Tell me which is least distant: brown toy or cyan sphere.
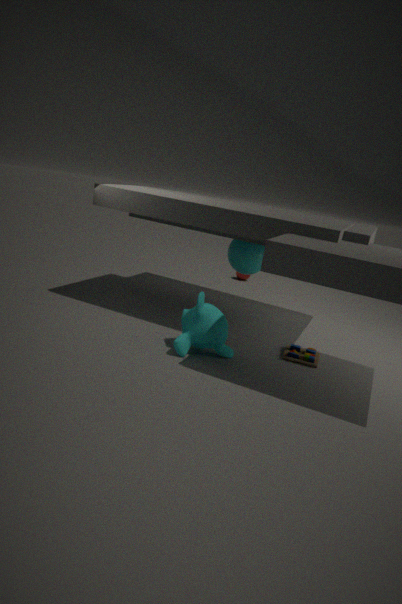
brown toy
